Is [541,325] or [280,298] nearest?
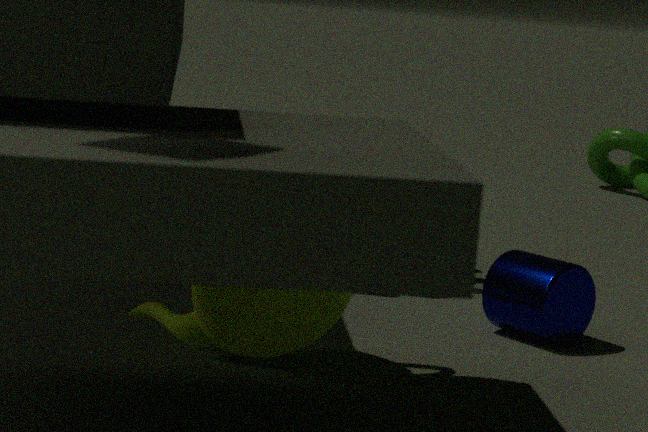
[280,298]
